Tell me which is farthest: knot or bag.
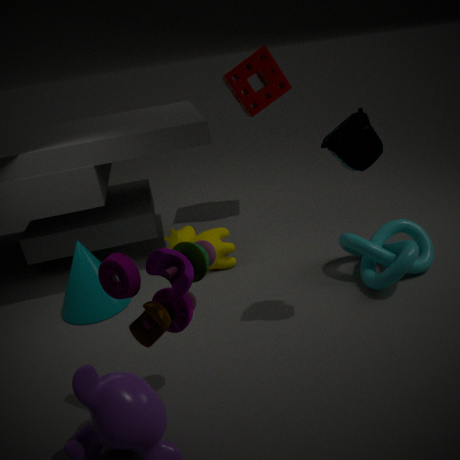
knot
